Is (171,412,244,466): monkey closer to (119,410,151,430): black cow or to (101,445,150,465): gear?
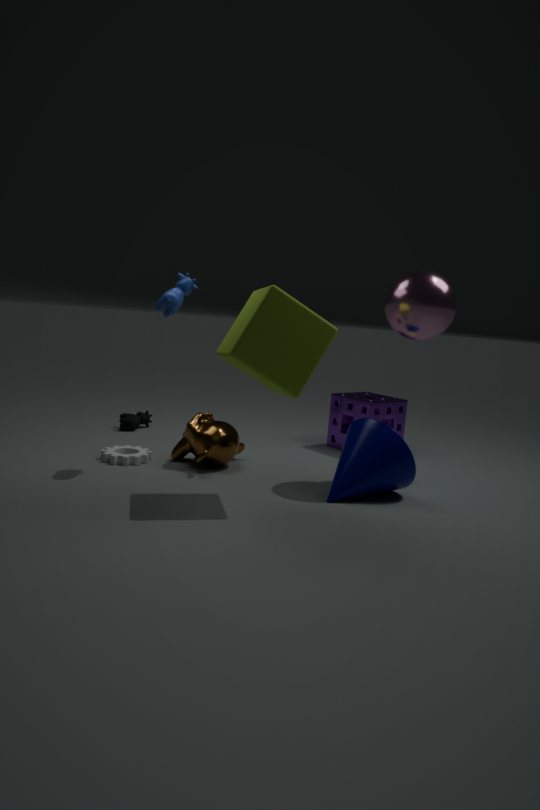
(101,445,150,465): gear
